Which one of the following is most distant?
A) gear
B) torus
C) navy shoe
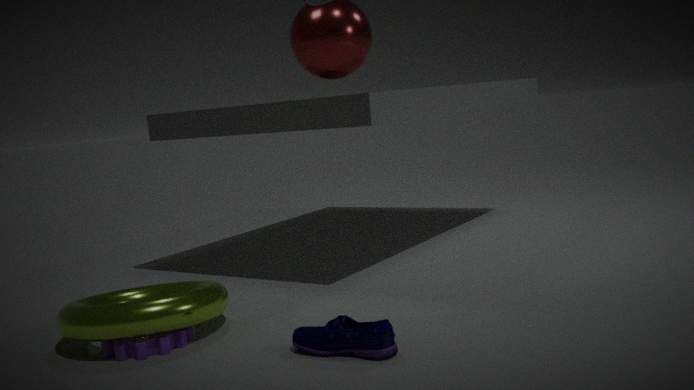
gear
